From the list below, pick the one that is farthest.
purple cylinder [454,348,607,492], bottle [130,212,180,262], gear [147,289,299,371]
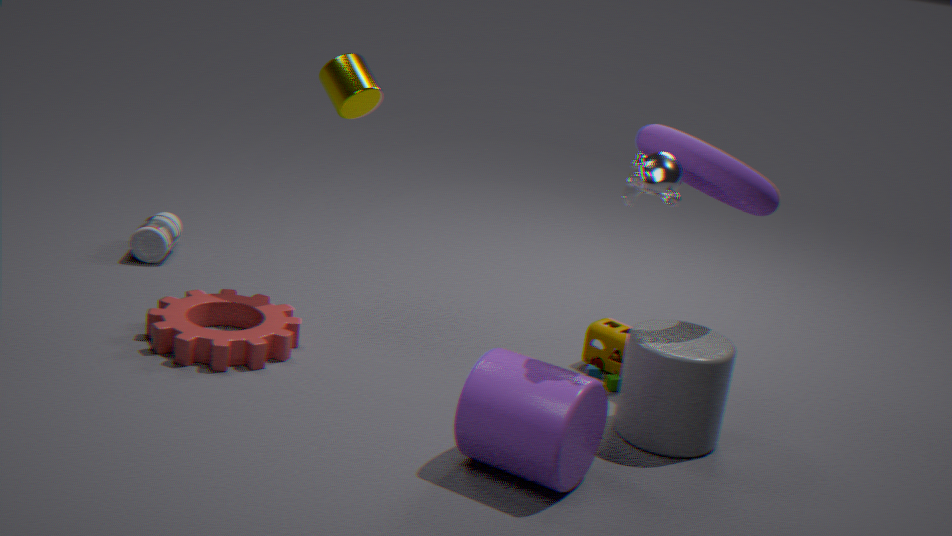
bottle [130,212,180,262]
